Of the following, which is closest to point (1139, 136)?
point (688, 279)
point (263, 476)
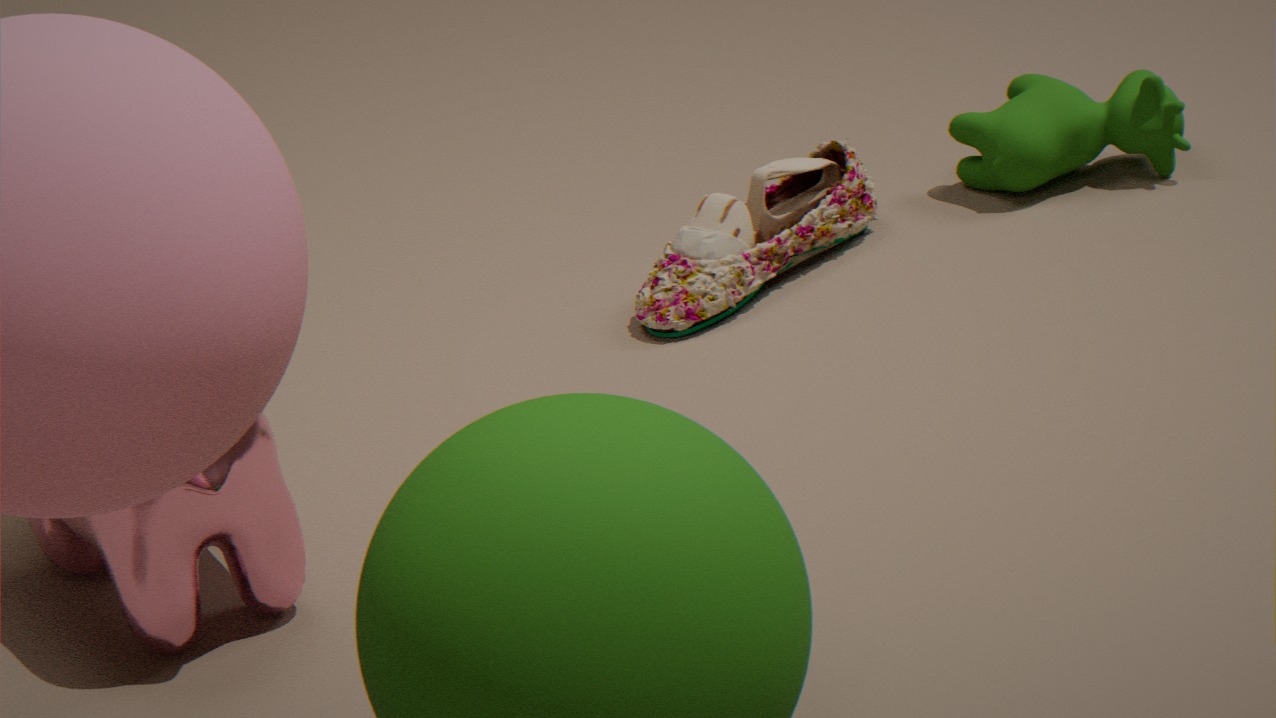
point (688, 279)
